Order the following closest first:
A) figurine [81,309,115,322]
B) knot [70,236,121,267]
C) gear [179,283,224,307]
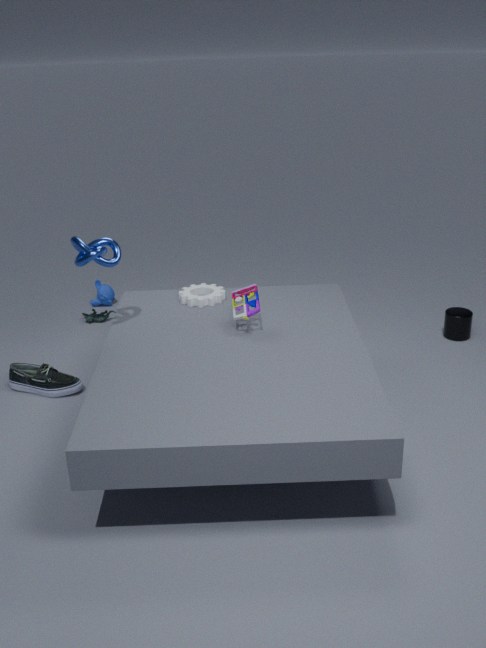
knot [70,236,121,267] < gear [179,283,224,307] < figurine [81,309,115,322]
